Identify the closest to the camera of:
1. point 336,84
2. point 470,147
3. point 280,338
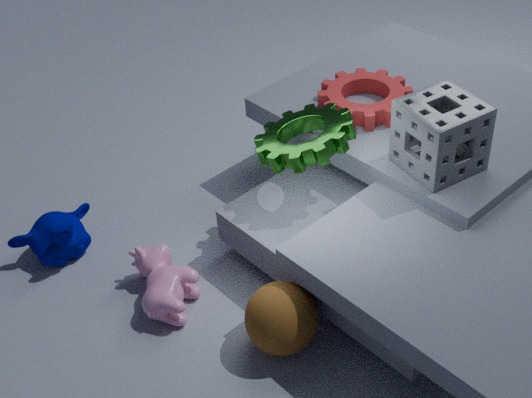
point 280,338
